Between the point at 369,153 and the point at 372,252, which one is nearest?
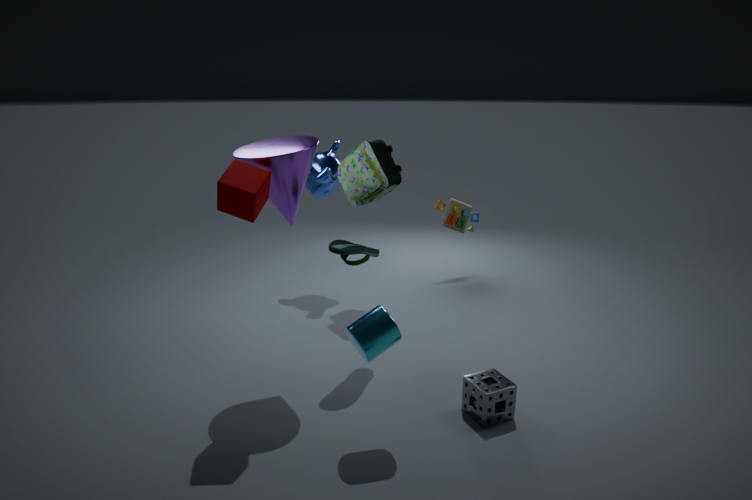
the point at 372,252
